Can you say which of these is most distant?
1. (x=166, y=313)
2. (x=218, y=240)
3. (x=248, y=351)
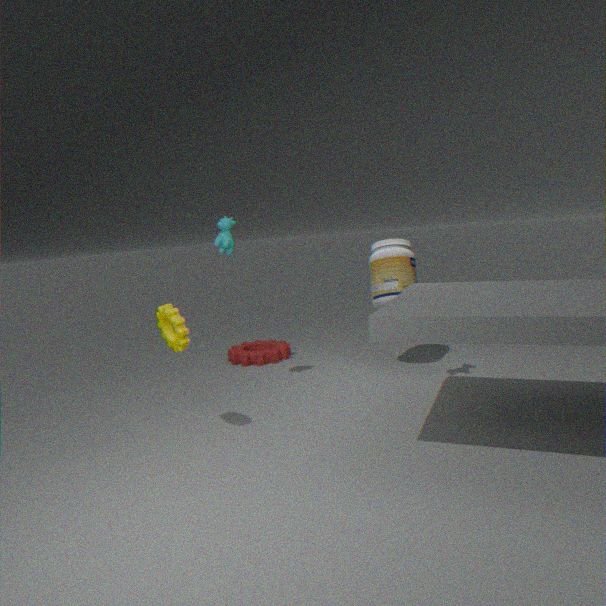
(x=248, y=351)
